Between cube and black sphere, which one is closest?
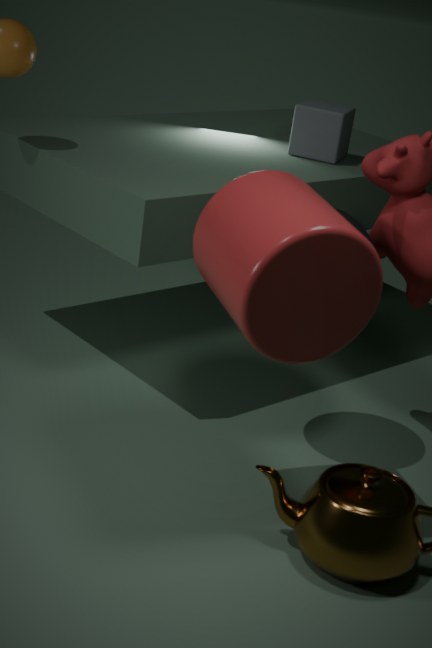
black sphere
